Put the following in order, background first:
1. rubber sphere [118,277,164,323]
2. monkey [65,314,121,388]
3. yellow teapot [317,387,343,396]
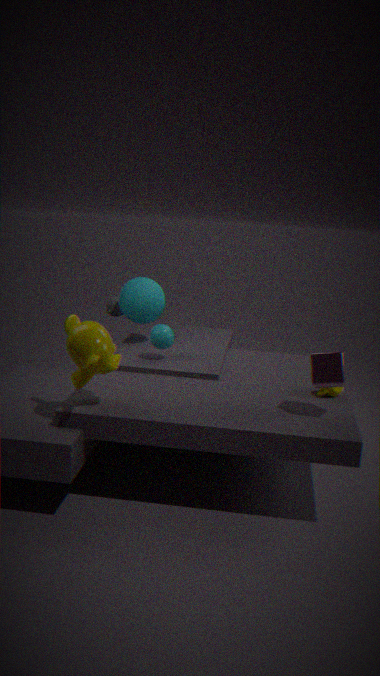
1. rubber sphere [118,277,164,323]
2. yellow teapot [317,387,343,396]
3. monkey [65,314,121,388]
